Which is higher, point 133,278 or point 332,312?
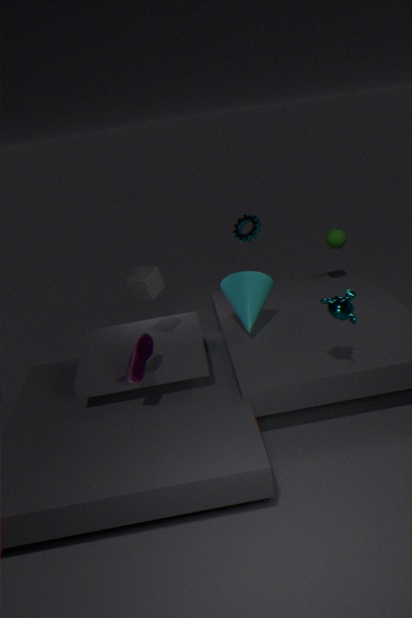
point 133,278
